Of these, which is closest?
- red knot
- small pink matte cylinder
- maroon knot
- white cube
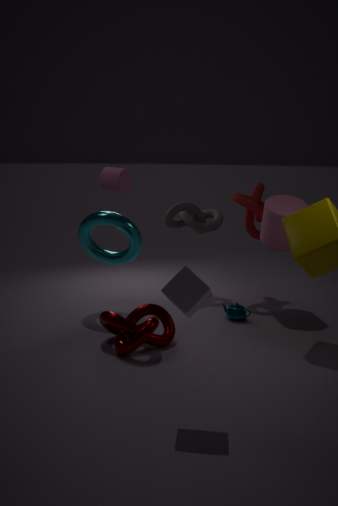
white cube
